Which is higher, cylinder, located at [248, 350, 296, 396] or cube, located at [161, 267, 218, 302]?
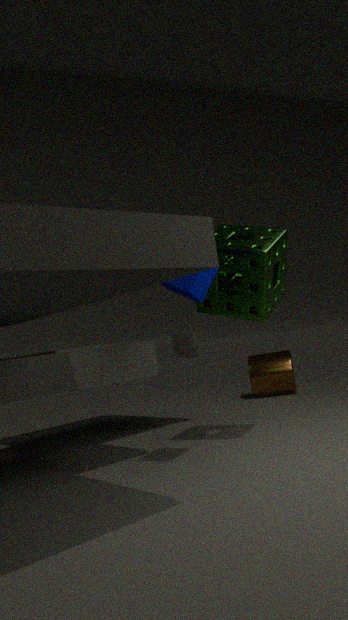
cube, located at [161, 267, 218, 302]
